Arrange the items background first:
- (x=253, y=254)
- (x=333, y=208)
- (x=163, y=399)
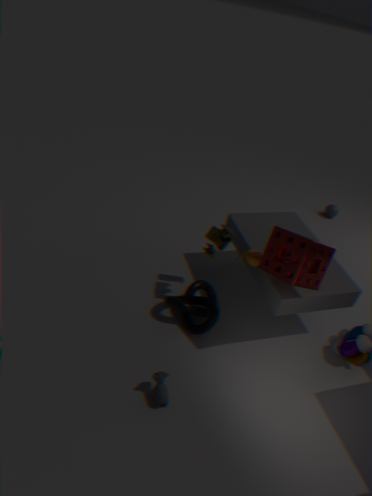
(x=333, y=208) < (x=253, y=254) < (x=163, y=399)
